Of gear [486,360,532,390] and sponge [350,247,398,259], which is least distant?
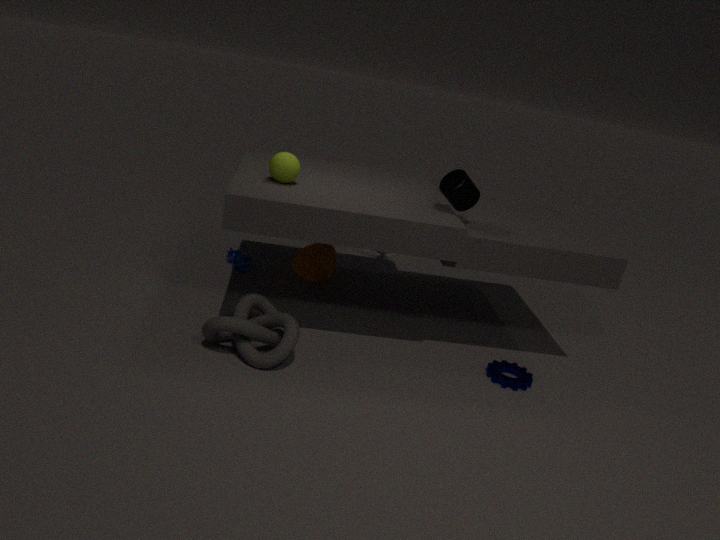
gear [486,360,532,390]
